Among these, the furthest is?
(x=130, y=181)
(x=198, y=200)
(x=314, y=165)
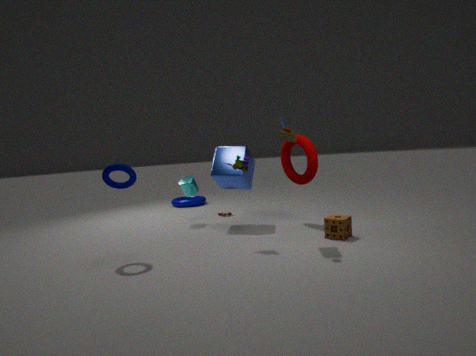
(x=198, y=200)
